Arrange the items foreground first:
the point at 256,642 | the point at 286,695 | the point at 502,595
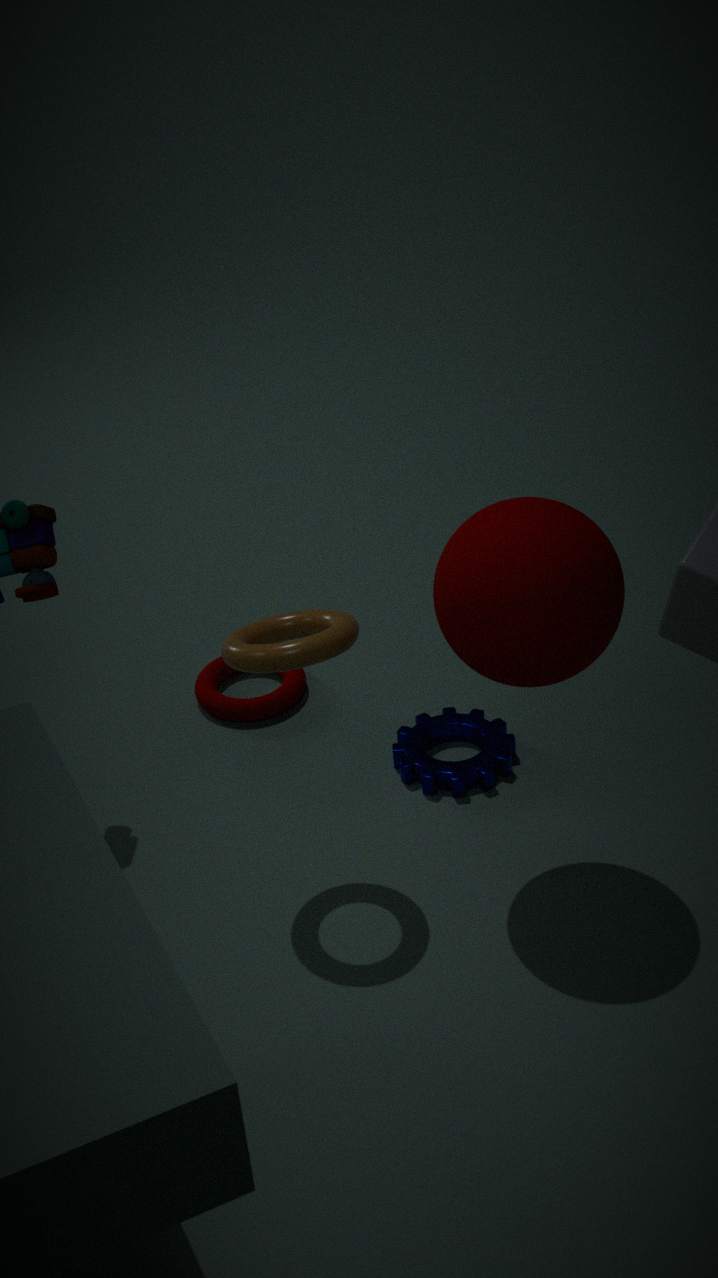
the point at 502,595 → the point at 256,642 → the point at 286,695
